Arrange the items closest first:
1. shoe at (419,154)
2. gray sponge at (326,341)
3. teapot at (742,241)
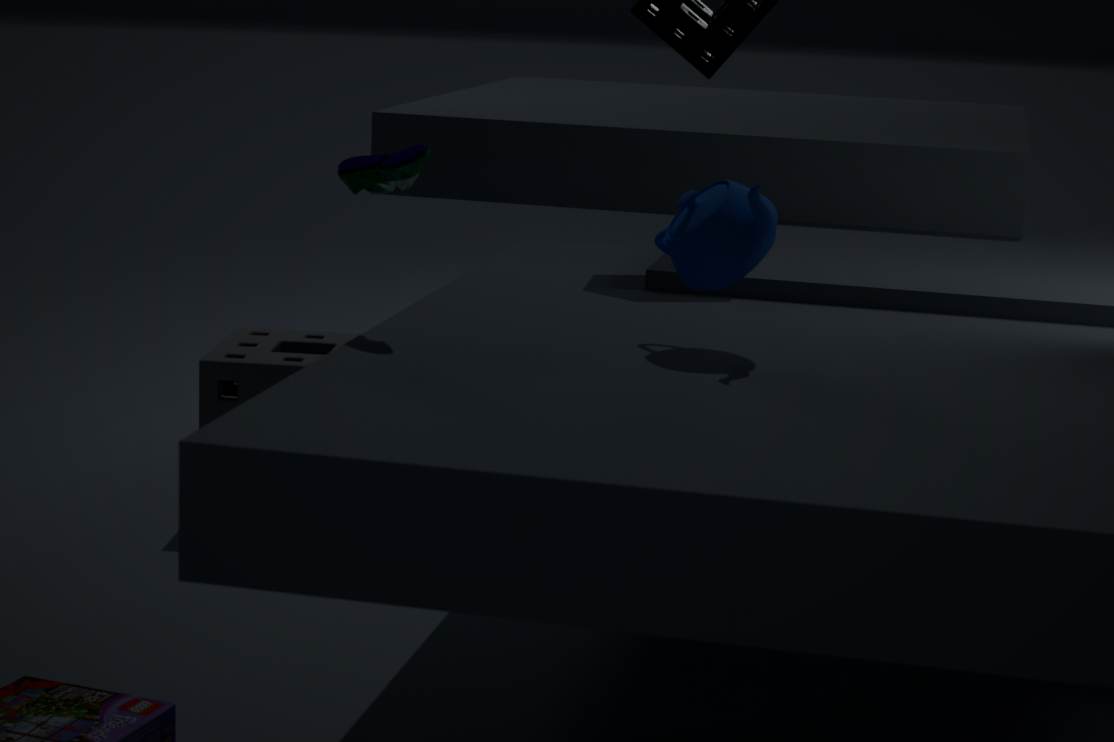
teapot at (742,241), shoe at (419,154), gray sponge at (326,341)
